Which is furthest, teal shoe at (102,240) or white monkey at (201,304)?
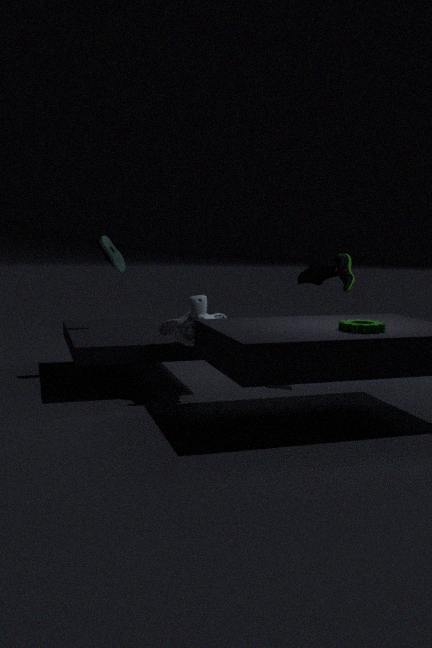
teal shoe at (102,240)
